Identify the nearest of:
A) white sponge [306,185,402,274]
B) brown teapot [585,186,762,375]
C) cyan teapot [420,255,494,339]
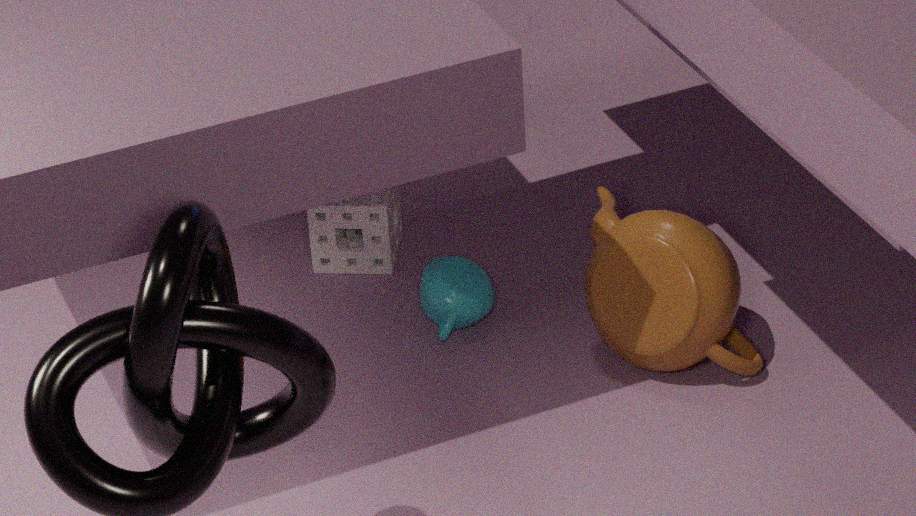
brown teapot [585,186,762,375]
